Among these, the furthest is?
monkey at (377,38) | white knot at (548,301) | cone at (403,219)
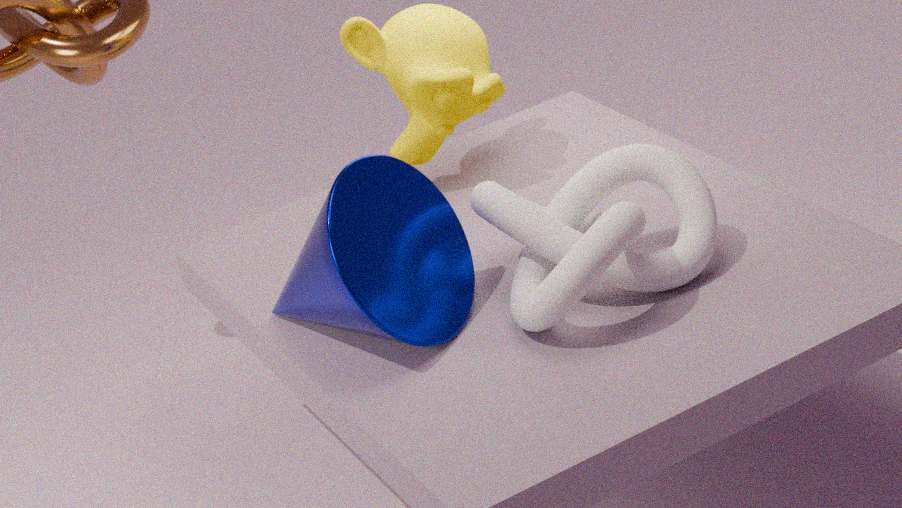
monkey at (377,38)
